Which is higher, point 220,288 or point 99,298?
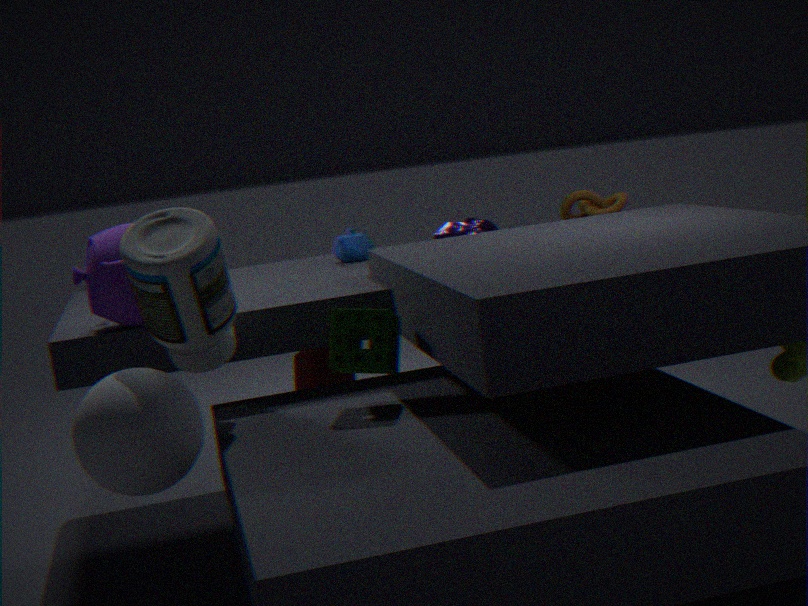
point 99,298
